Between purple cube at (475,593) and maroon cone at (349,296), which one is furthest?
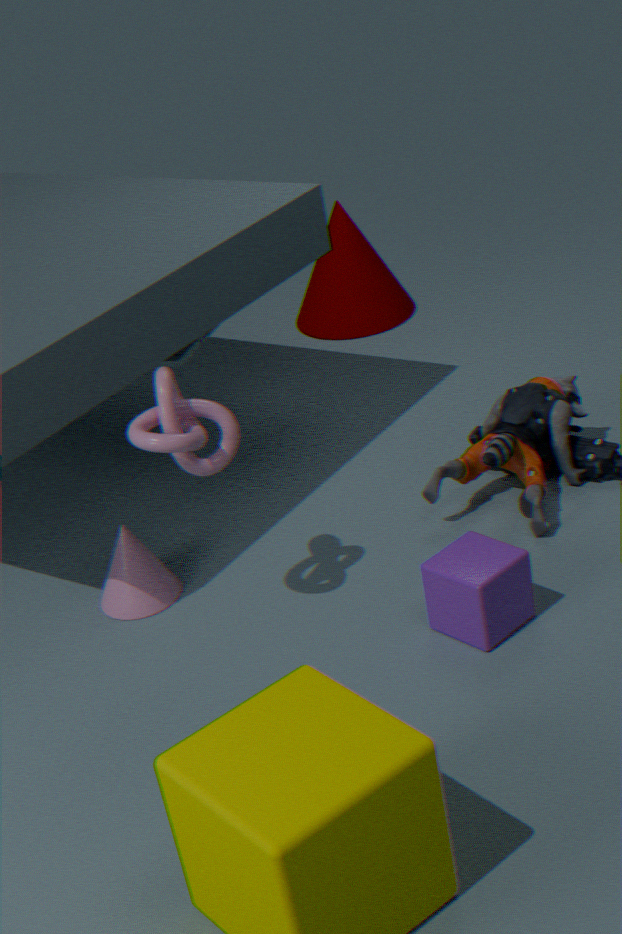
maroon cone at (349,296)
